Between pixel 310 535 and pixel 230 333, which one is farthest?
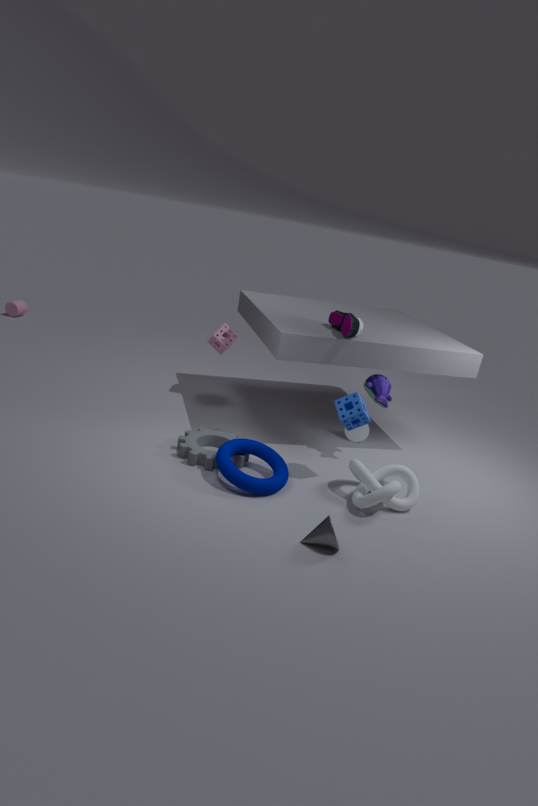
pixel 230 333
